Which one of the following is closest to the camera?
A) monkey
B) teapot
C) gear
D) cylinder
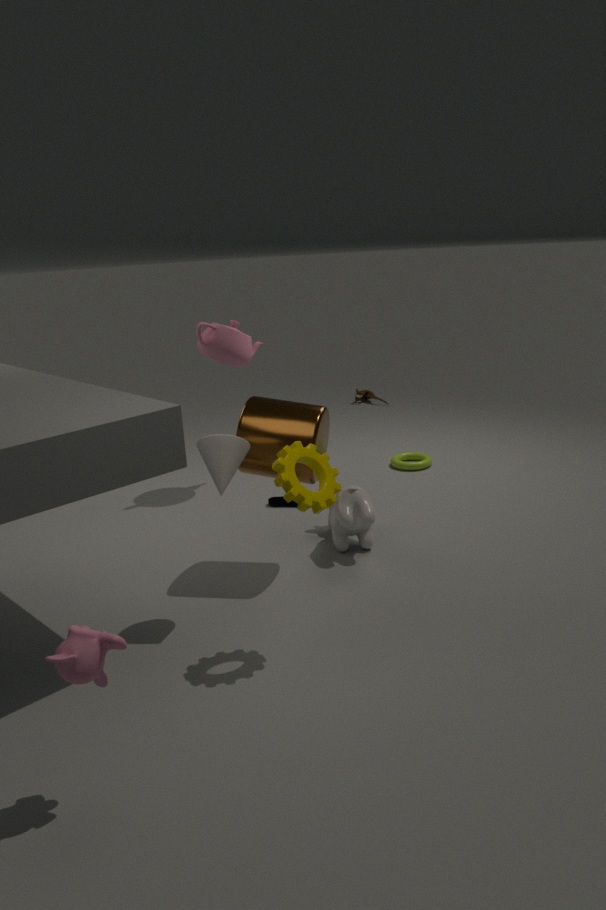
monkey
